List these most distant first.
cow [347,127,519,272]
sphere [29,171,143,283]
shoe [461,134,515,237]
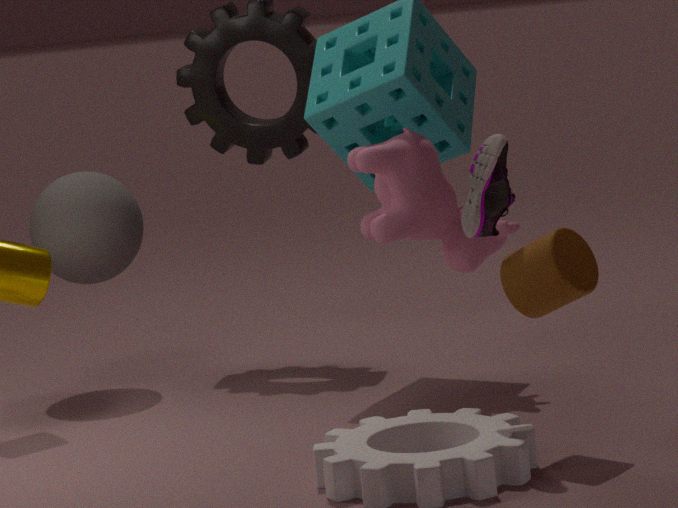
1. sphere [29,171,143,283]
2. cow [347,127,519,272]
3. shoe [461,134,515,237]
